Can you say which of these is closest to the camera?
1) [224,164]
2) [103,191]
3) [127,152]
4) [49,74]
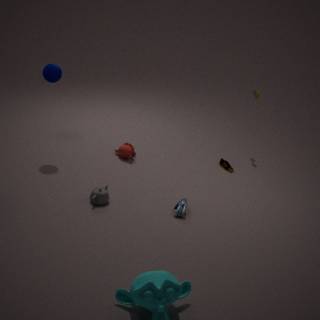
2. [103,191]
